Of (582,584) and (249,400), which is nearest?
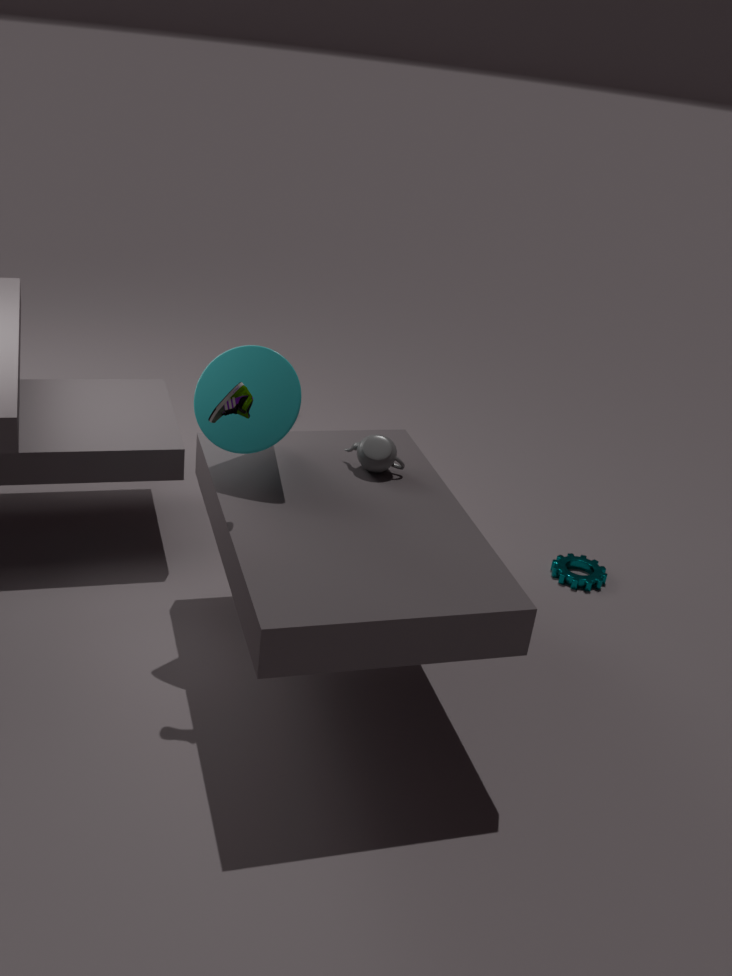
(249,400)
